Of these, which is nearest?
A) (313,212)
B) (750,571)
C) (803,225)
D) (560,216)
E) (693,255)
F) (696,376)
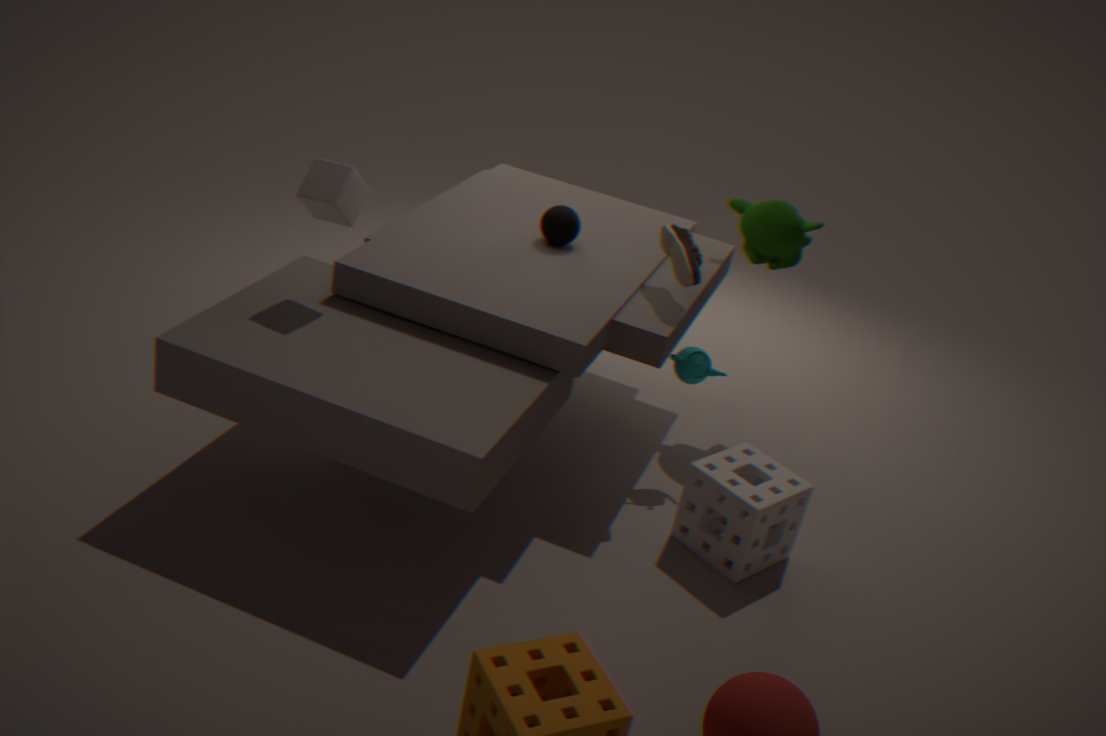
A. (313,212)
